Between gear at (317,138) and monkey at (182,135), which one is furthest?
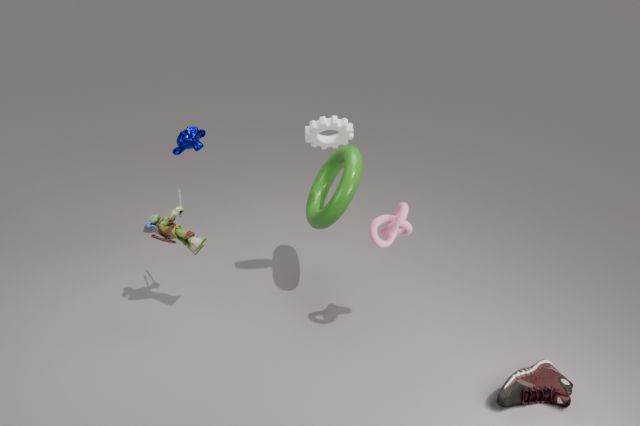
monkey at (182,135)
